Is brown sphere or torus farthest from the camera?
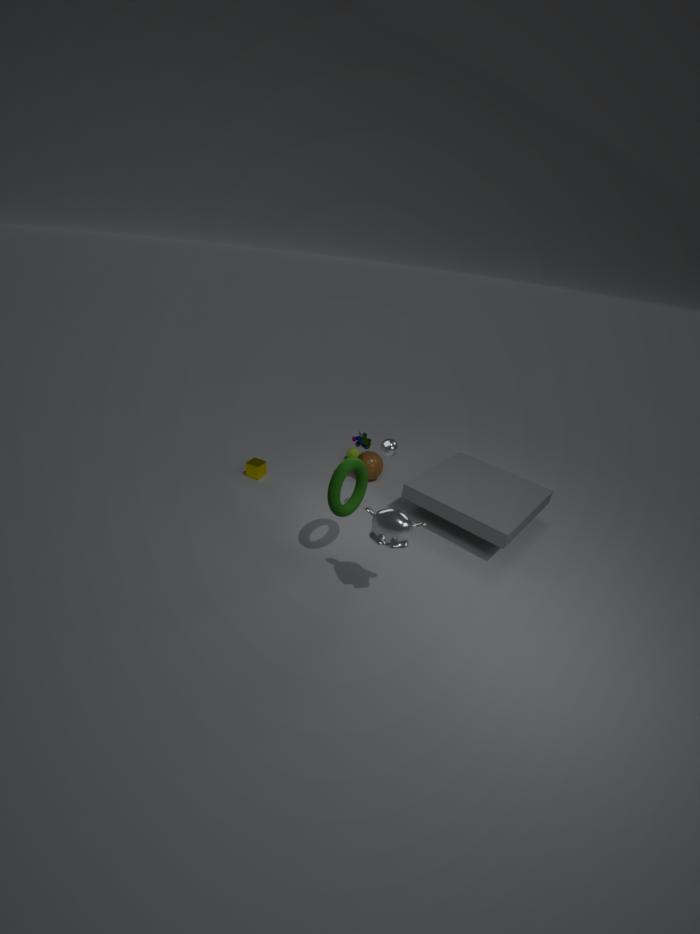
brown sphere
